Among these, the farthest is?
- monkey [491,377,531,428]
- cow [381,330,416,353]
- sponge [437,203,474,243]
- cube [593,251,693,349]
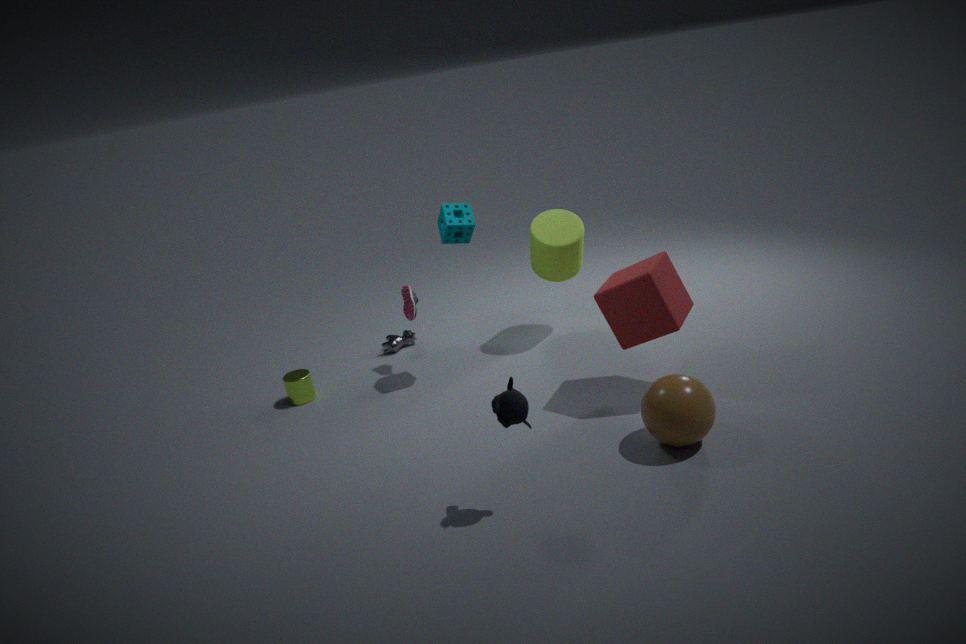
cow [381,330,416,353]
